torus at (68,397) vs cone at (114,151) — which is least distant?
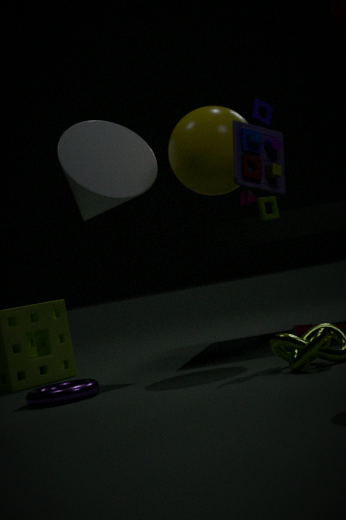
torus at (68,397)
